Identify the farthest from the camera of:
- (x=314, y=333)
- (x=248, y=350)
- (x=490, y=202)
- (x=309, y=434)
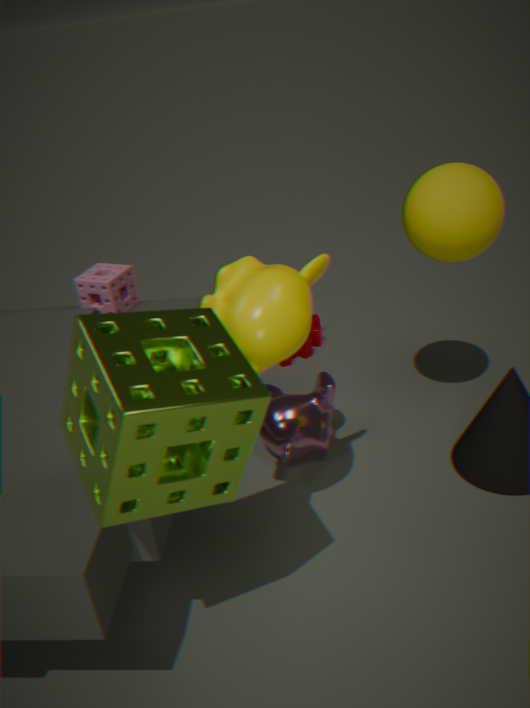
(x=314, y=333)
